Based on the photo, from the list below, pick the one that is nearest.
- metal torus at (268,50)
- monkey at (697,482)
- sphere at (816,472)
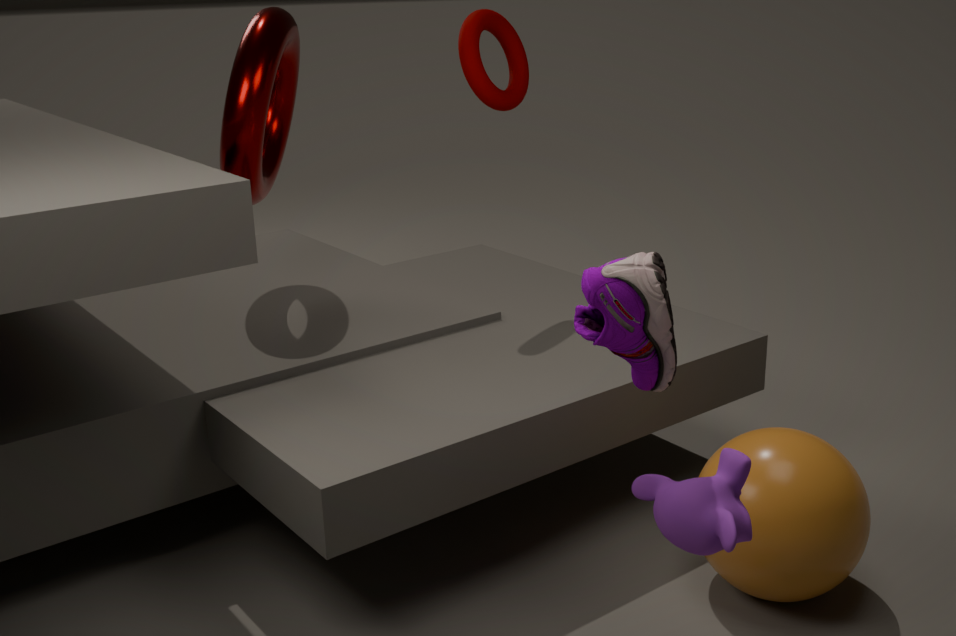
monkey at (697,482)
